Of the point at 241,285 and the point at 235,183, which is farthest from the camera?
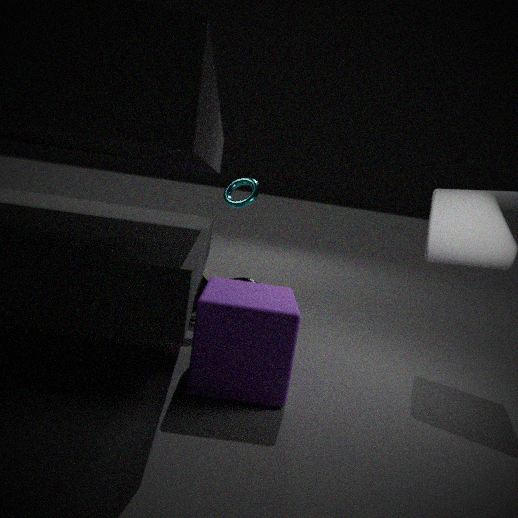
the point at 235,183
